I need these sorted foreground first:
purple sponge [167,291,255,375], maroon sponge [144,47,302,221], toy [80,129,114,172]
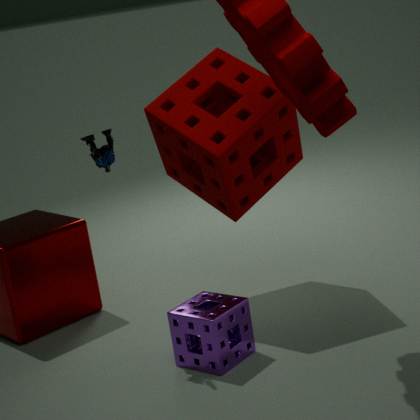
purple sponge [167,291,255,375], toy [80,129,114,172], maroon sponge [144,47,302,221]
